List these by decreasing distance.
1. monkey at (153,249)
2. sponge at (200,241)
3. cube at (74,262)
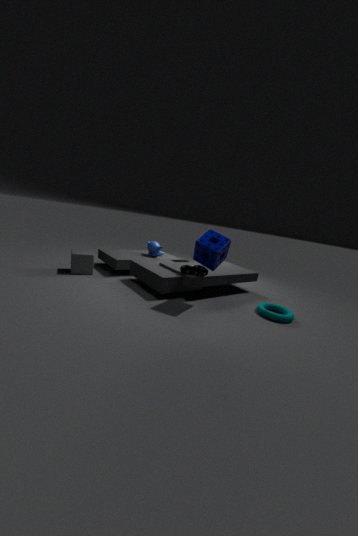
monkey at (153,249) < cube at (74,262) < sponge at (200,241)
